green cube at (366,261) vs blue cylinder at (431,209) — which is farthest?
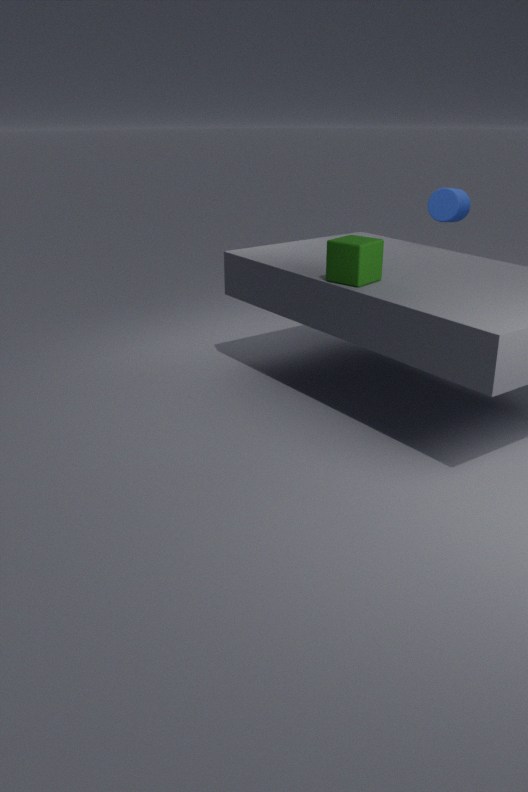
blue cylinder at (431,209)
